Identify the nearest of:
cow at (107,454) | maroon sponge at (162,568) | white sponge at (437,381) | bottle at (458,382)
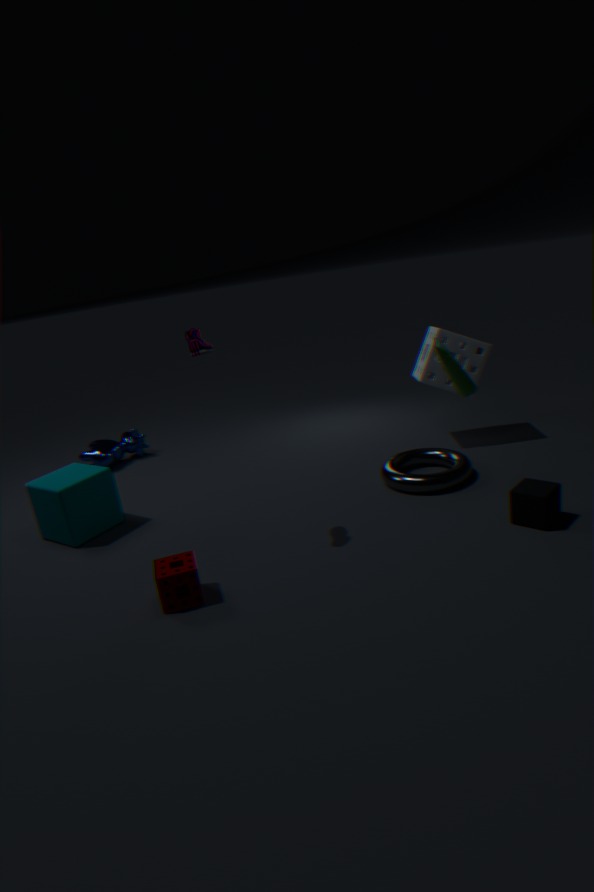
maroon sponge at (162,568)
